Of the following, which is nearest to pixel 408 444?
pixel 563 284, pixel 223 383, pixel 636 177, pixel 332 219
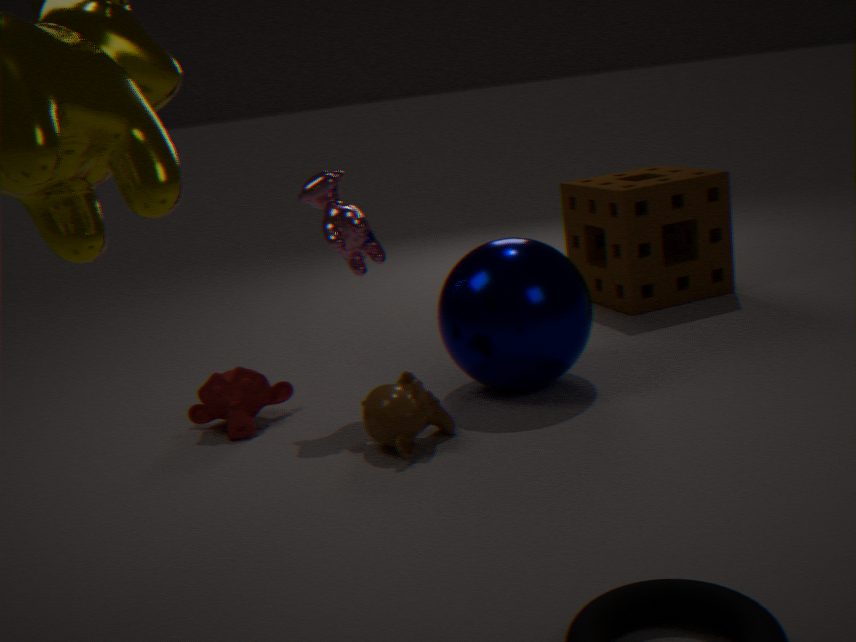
pixel 563 284
